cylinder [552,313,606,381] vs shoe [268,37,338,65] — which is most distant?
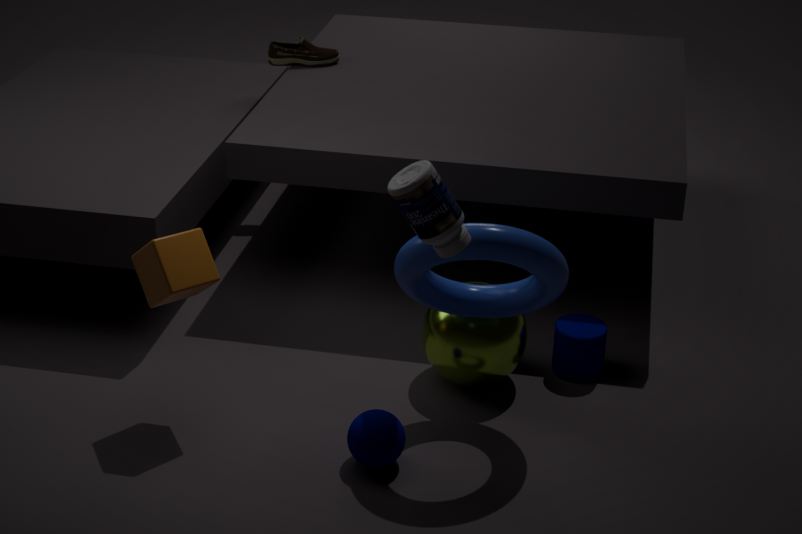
shoe [268,37,338,65]
